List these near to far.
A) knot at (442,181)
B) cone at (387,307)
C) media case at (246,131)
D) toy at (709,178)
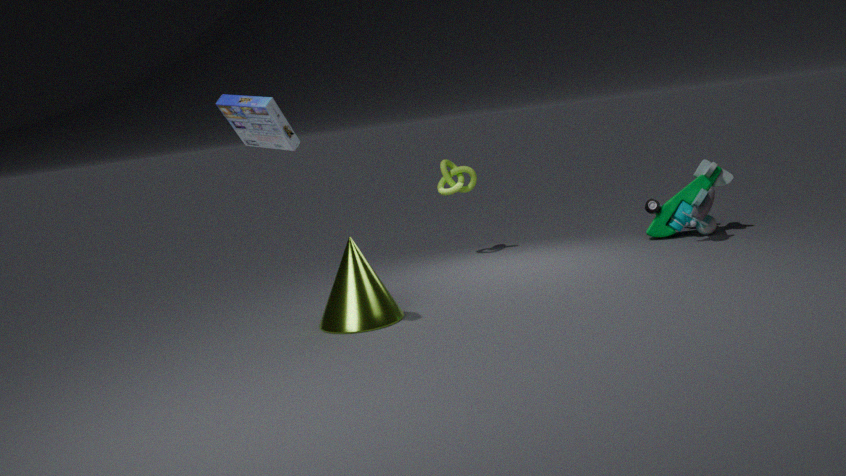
media case at (246,131) < cone at (387,307) < toy at (709,178) < knot at (442,181)
